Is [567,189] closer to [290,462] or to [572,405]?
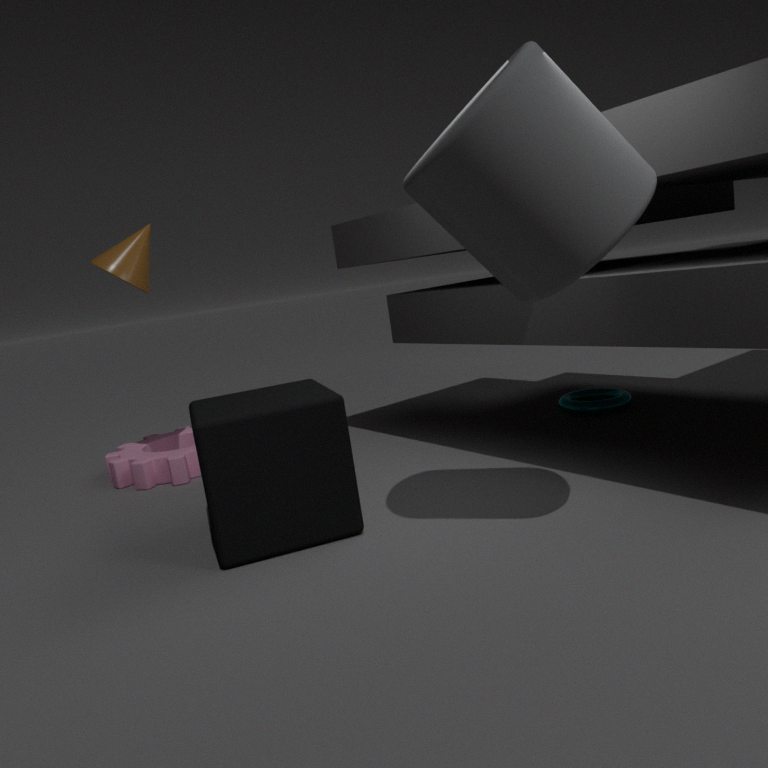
[290,462]
